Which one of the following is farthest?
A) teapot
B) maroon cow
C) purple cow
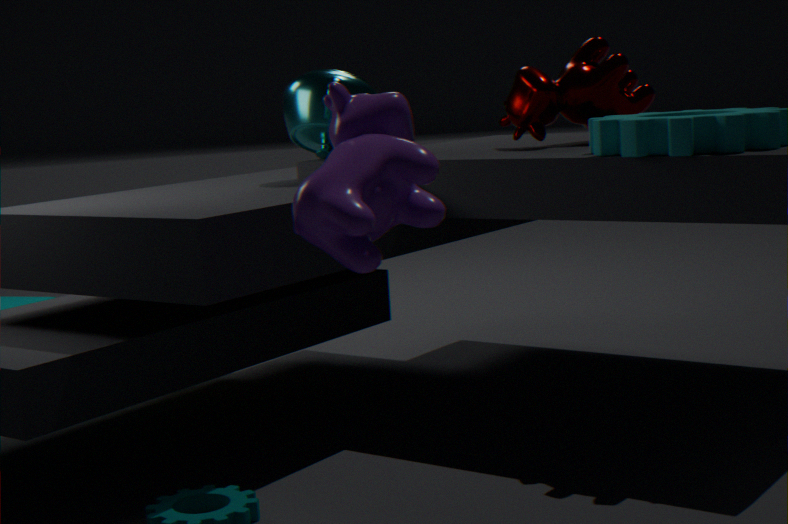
maroon cow
